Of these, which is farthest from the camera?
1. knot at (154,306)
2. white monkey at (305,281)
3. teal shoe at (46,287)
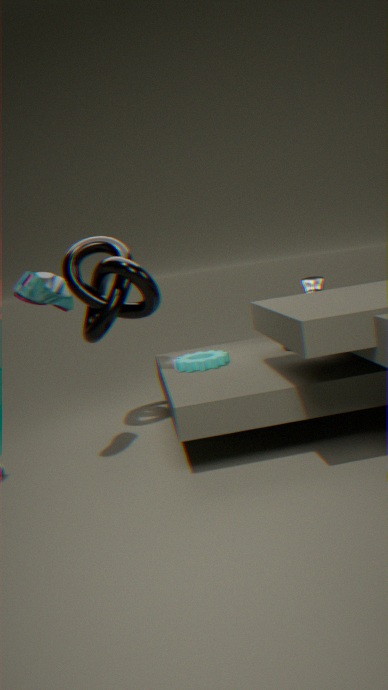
white monkey at (305,281)
